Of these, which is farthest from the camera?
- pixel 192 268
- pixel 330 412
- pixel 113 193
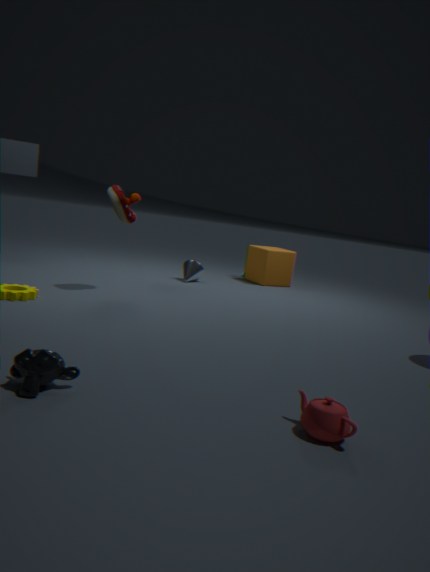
pixel 192 268
